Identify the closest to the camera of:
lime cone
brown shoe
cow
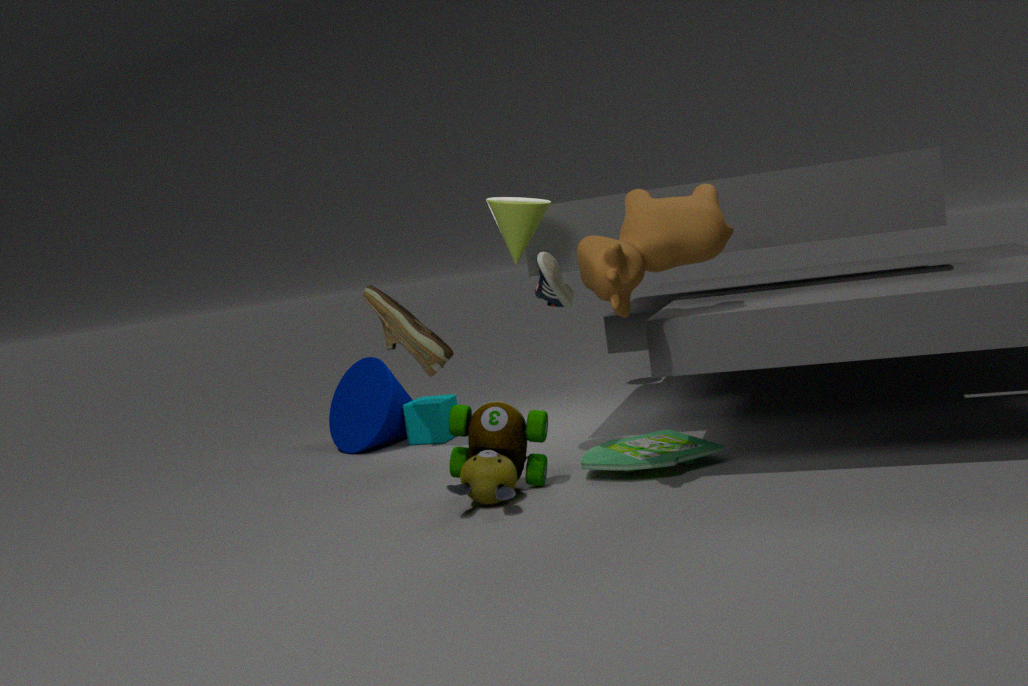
cow
